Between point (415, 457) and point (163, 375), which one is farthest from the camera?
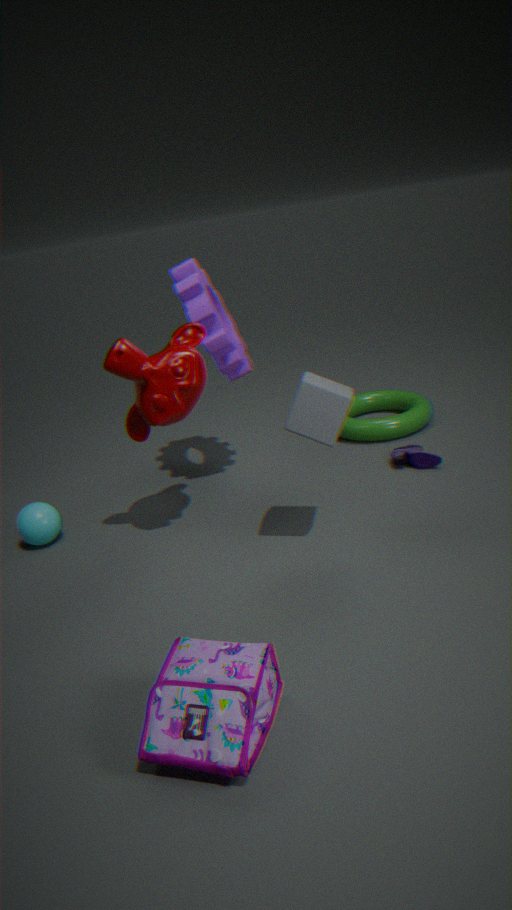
point (415, 457)
